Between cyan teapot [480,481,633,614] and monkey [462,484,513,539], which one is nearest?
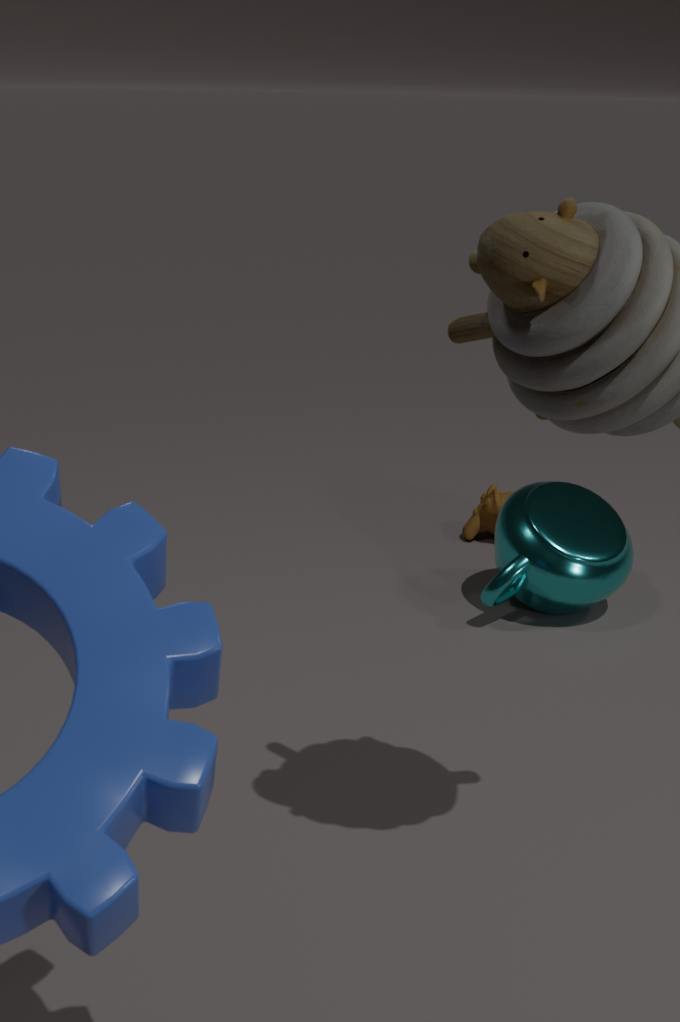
cyan teapot [480,481,633,614]
